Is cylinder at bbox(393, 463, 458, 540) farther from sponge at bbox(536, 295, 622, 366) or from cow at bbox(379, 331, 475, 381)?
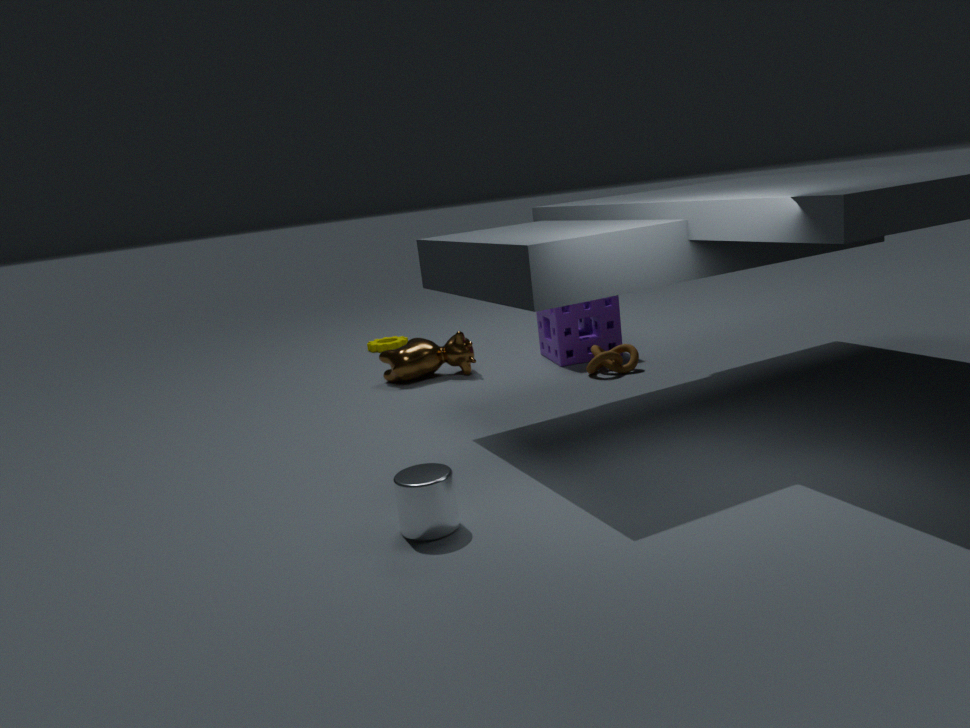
sponge at bbox(536, 295, 622, 366)
